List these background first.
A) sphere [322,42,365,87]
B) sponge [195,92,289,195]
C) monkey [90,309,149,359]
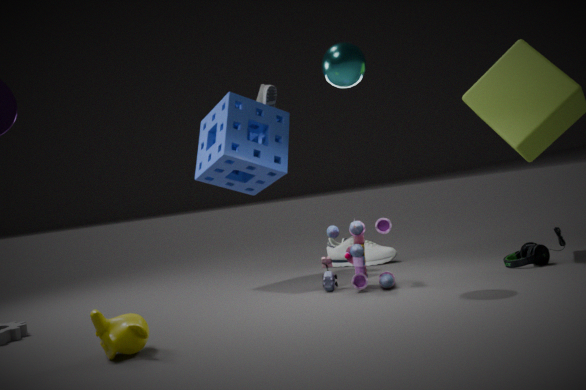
sponge [195,92,289,195], sphere [322,42,365,87], monkey [90,309,149,359]
